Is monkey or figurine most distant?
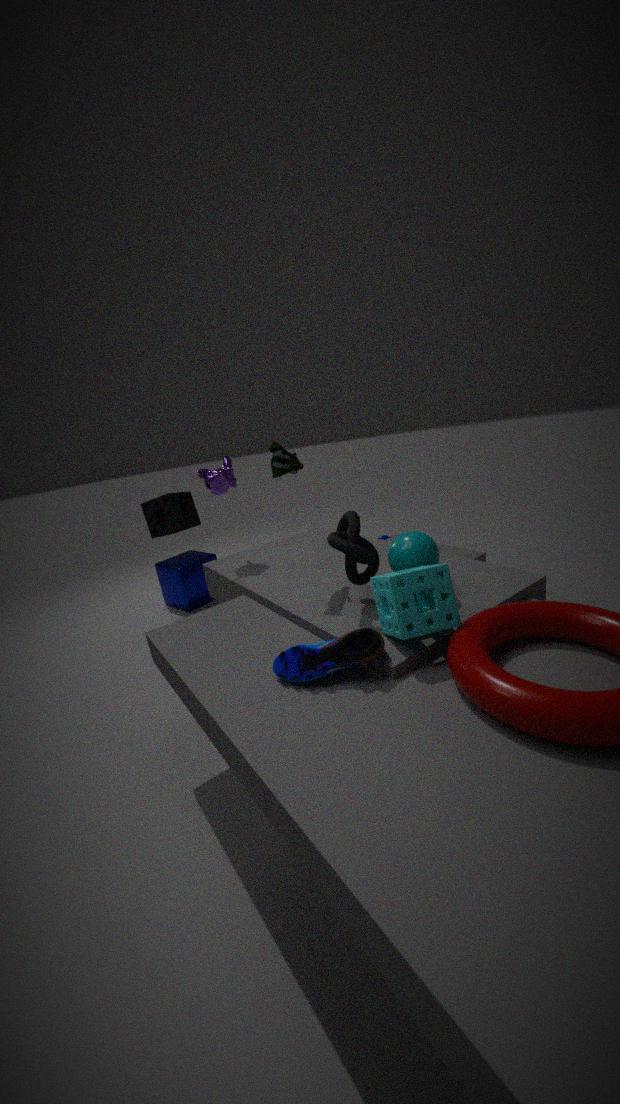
monkey
